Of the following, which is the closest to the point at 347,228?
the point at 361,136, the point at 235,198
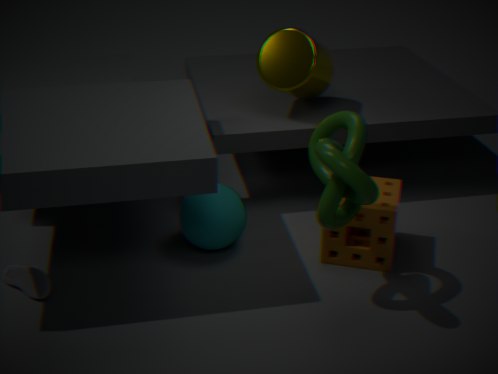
the point at 361,136
